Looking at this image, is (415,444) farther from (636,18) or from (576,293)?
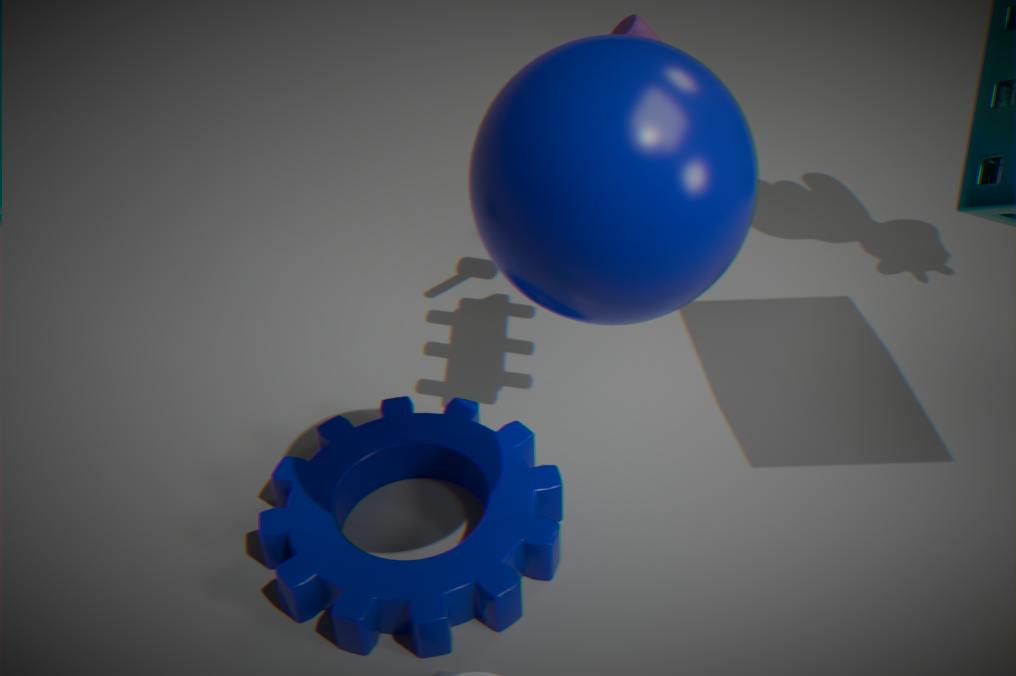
(576,293)
